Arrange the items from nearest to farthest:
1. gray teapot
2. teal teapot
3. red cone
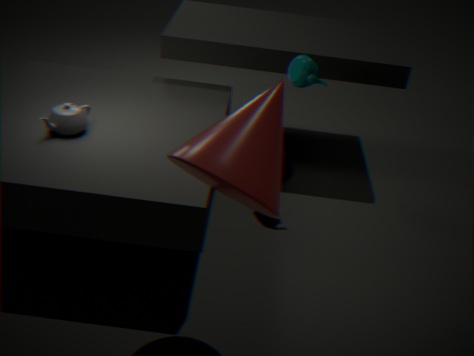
red cone
gray teapot
teal teapot
